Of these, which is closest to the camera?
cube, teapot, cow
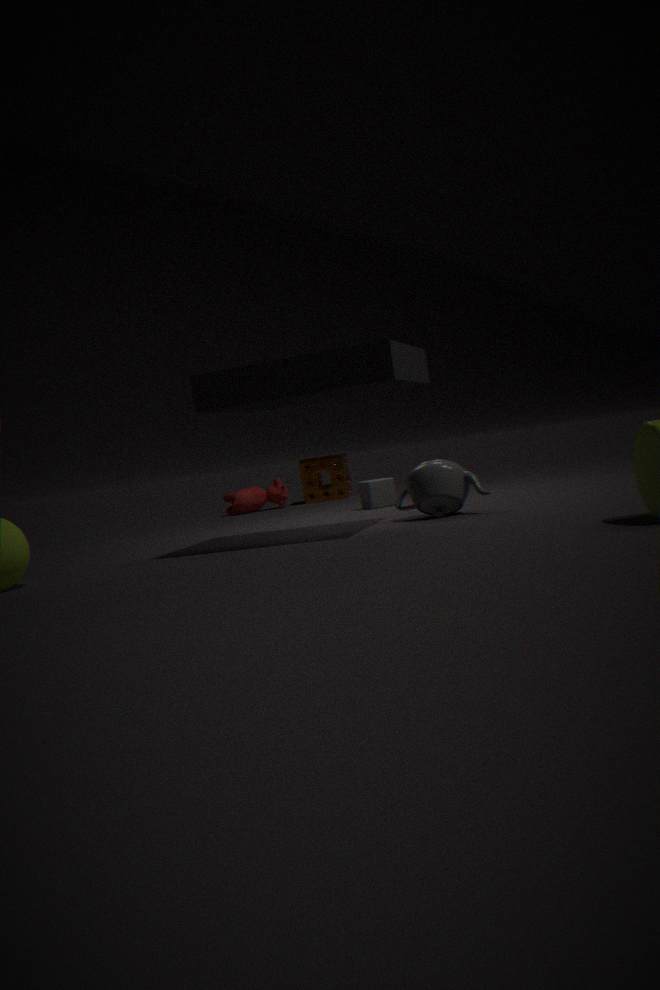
teapot
